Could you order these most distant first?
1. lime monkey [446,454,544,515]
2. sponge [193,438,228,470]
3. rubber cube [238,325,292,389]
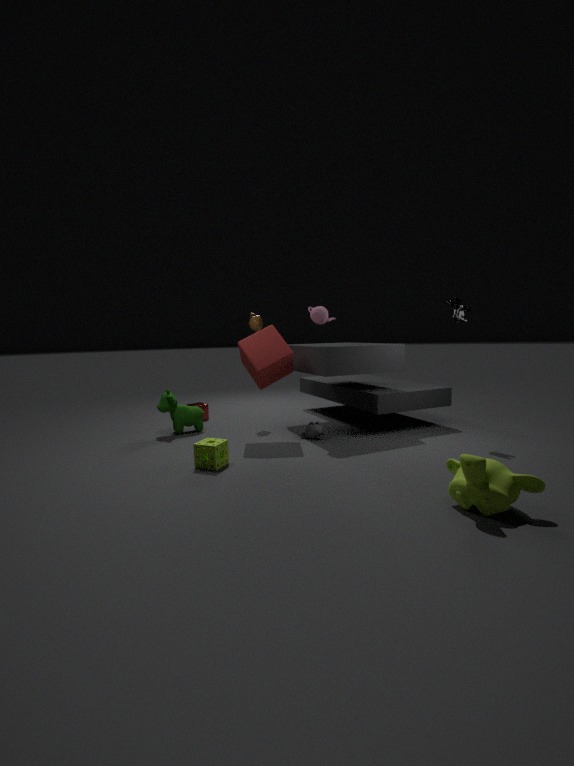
rubber cube [238,325,292,389] → sponge [193,438,228,470] → lime monkey [446,454,544,515]
